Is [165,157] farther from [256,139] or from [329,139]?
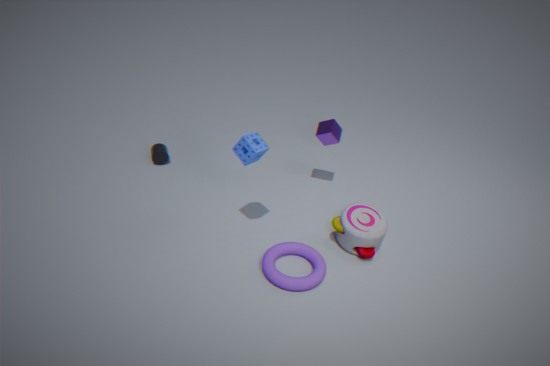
[329,139]
